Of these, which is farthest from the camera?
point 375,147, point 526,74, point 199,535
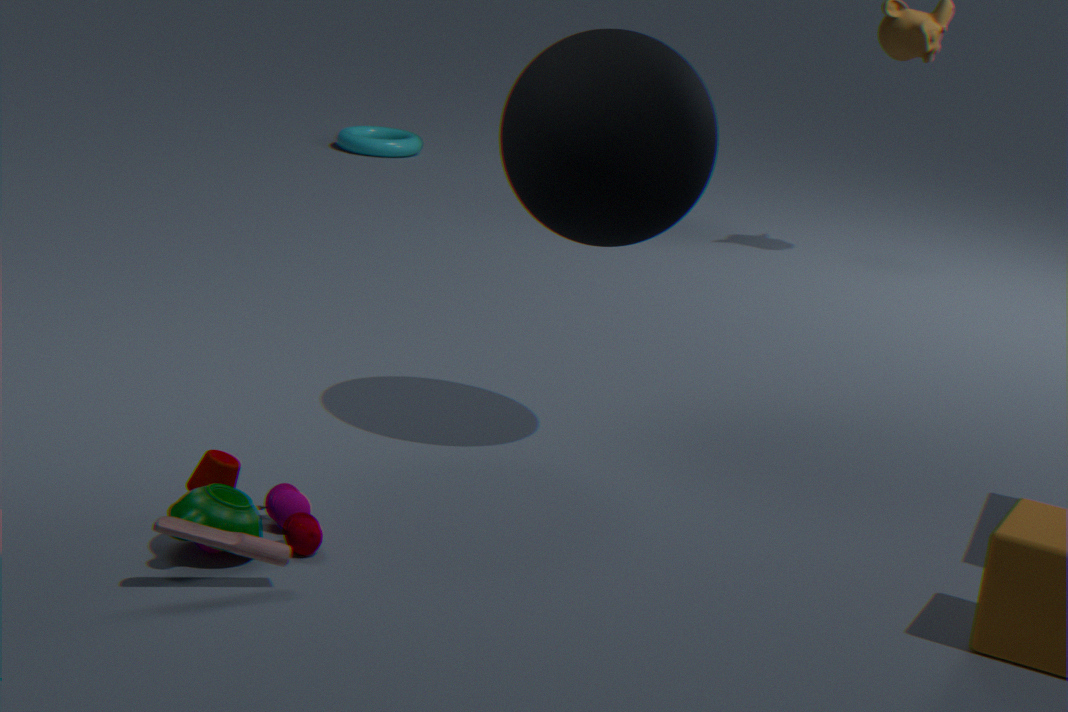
point 375,147
